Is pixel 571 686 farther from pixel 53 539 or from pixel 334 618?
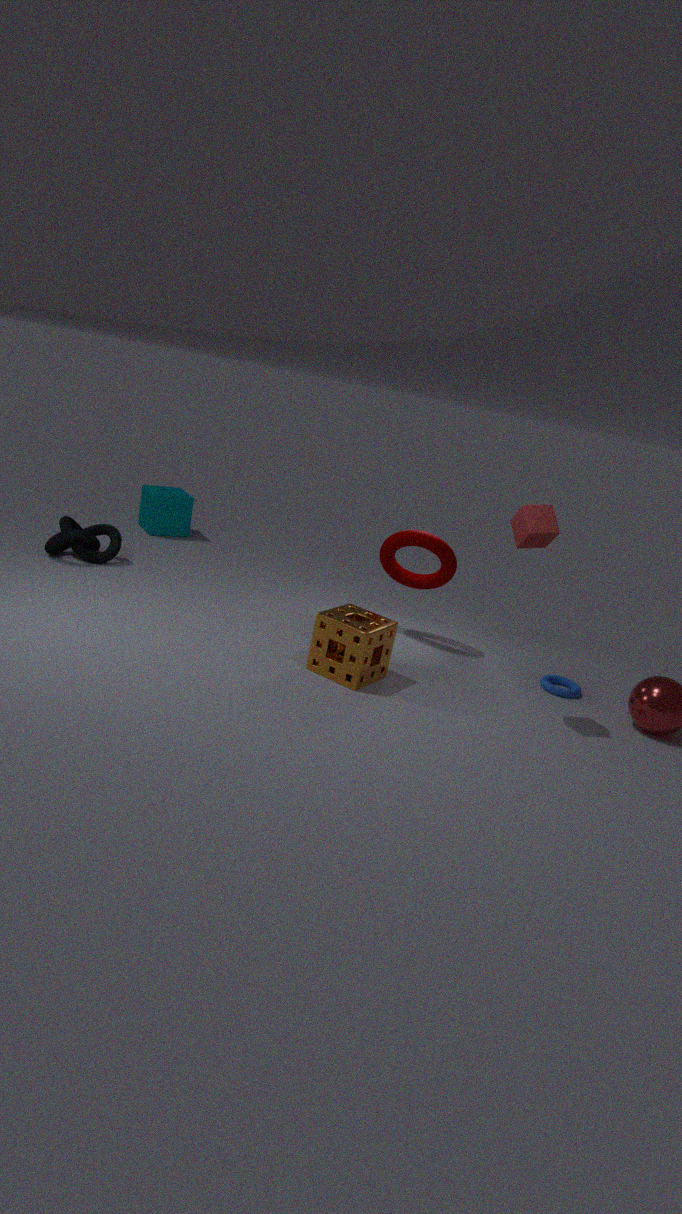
pixel 53 539
